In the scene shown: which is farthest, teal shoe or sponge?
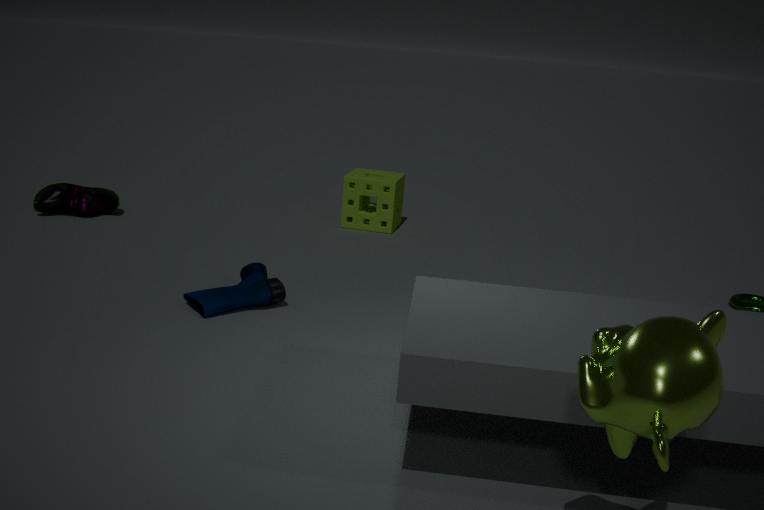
sponge
